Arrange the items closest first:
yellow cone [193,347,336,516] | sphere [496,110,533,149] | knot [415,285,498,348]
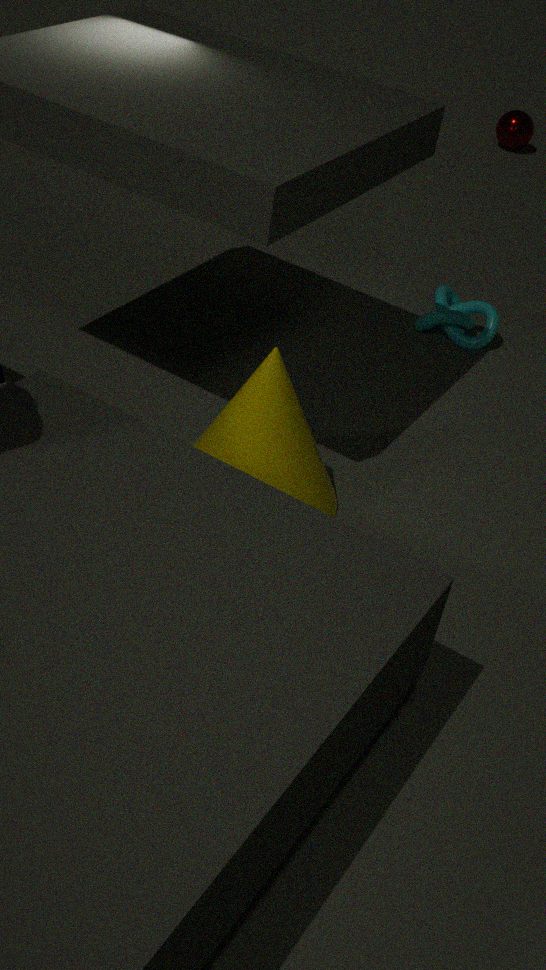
yellow cone [193,347,336,516]
knot [415,285,498,348]
sphere [496,110,533,149]
